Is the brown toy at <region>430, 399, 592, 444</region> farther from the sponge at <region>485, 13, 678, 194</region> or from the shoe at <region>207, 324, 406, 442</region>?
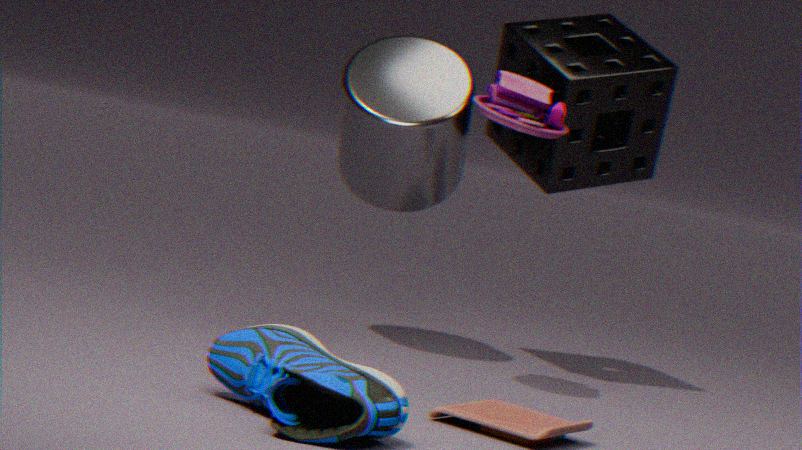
the sponge at <region>485, 13, 678, 194</region>
